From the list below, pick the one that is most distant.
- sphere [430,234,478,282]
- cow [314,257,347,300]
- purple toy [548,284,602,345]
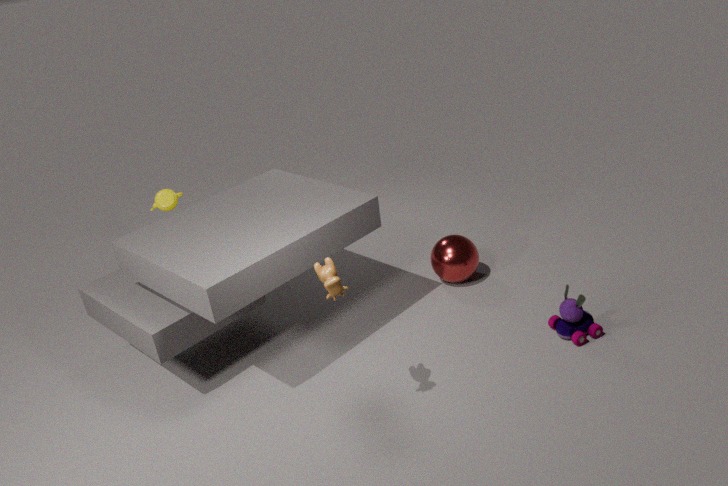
sphere [430,234,478,282]
